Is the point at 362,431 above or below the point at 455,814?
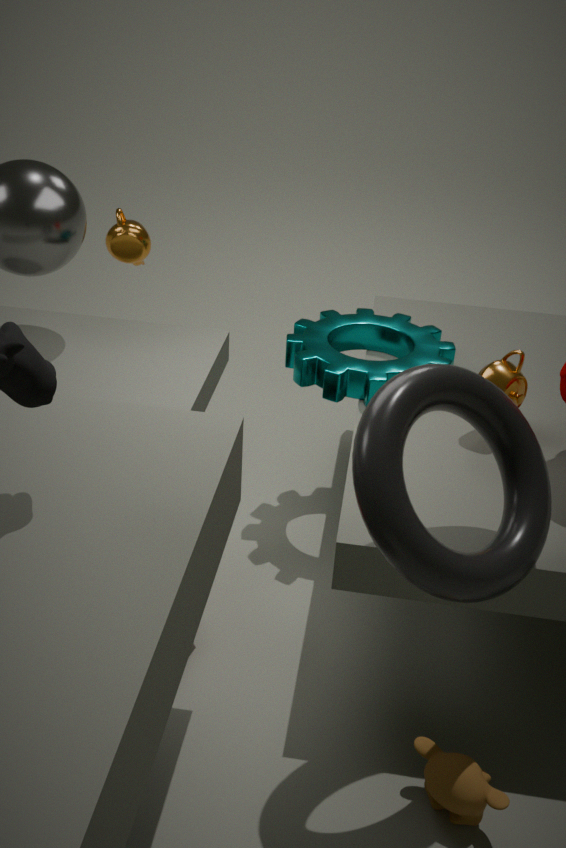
above
